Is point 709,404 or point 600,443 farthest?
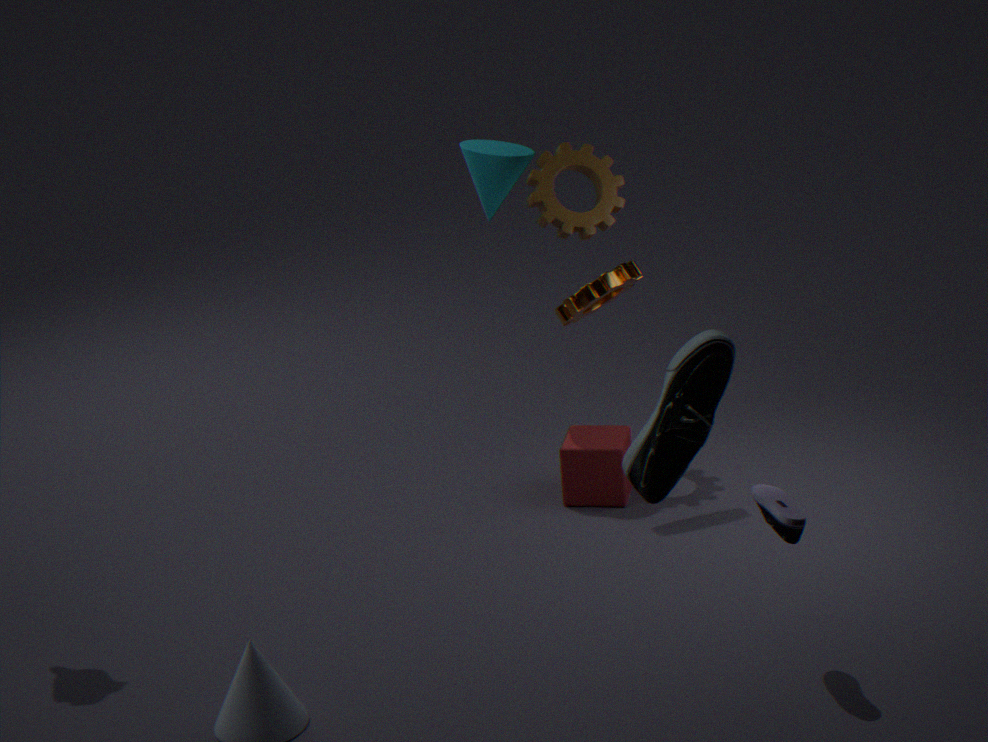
point 600,443
